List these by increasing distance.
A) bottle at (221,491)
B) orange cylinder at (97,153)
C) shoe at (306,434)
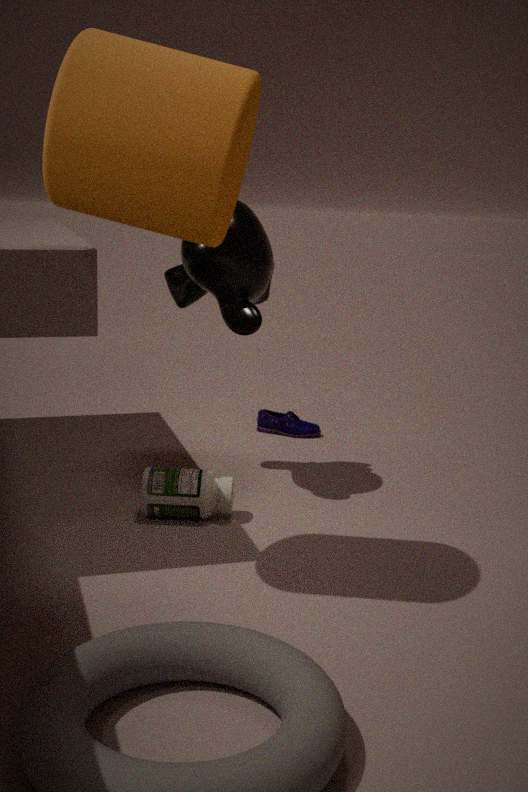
orange cylinder at (97,153), bottle at (221,491), shoe at (306,434)
